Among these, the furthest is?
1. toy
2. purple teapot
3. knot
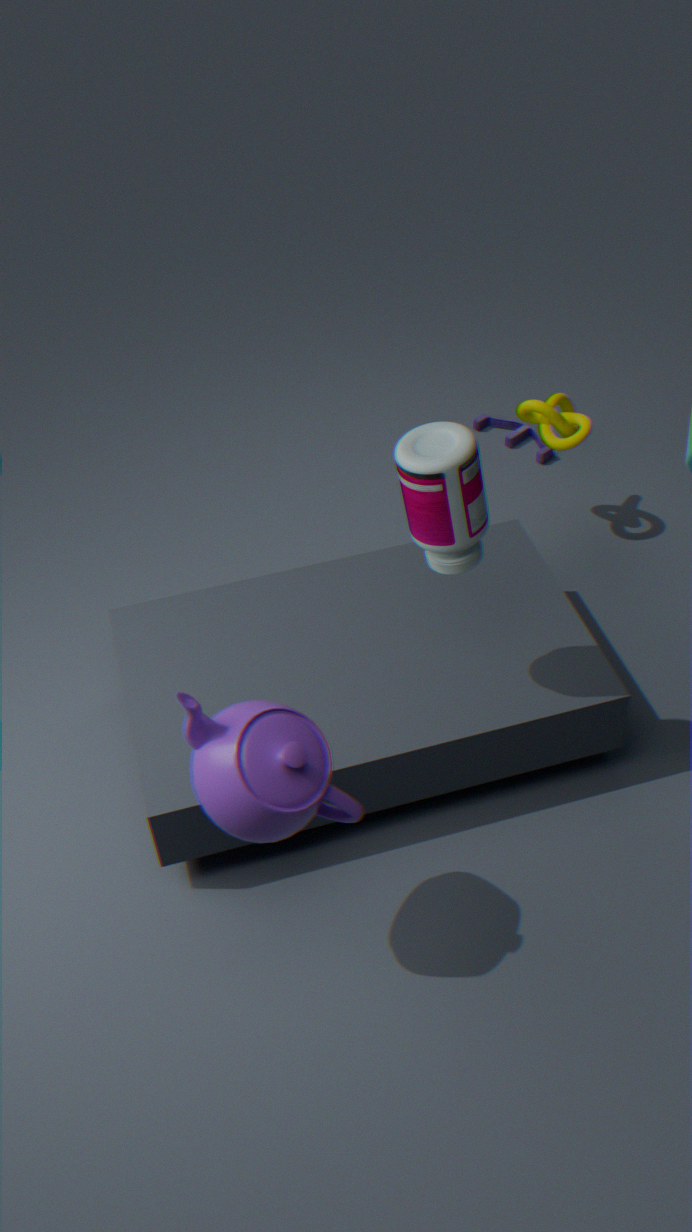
toy
